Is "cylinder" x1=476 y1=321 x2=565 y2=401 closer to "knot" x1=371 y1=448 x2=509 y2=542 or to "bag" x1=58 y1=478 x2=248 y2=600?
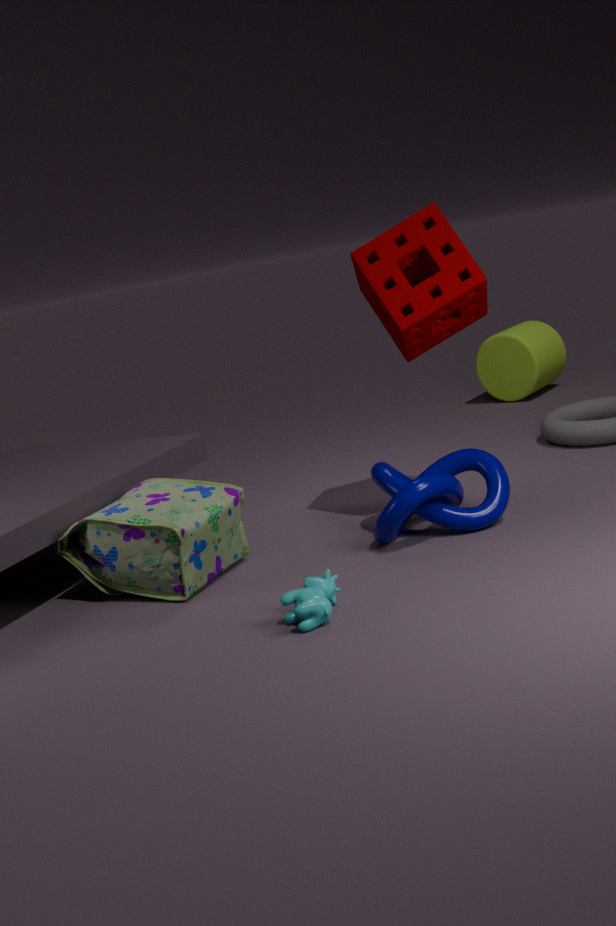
"knot" x1=371 y1=448 x2=509 y2=542
